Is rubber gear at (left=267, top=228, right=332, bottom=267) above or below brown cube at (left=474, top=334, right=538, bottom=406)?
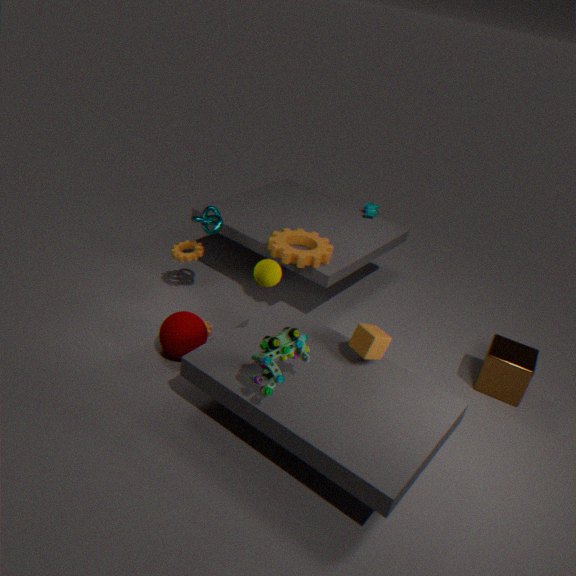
above
